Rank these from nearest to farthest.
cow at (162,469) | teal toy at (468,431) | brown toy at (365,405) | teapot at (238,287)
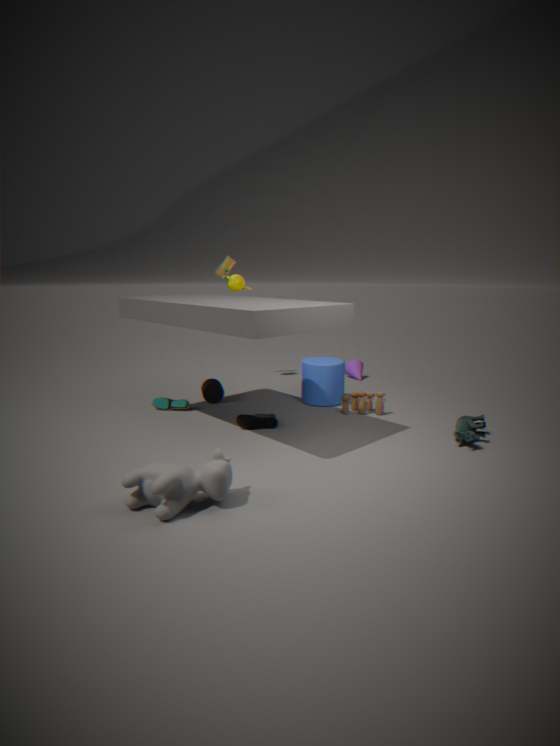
1. cow at (162,469)
2. teal toy at (468,431)
3. brown toy at (365,405)
4. teapot at (238,287)
